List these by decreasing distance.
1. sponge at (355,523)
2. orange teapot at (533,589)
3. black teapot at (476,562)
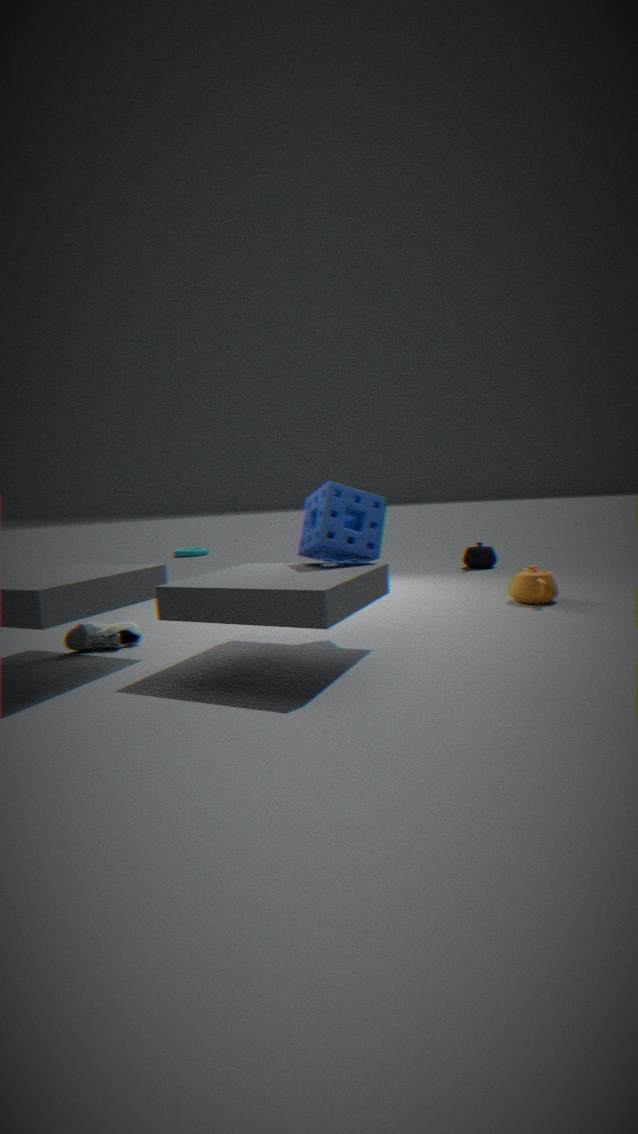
Result: black teapot at (476,562) < orange teapot at (533,589) < sponge at (355,523)
